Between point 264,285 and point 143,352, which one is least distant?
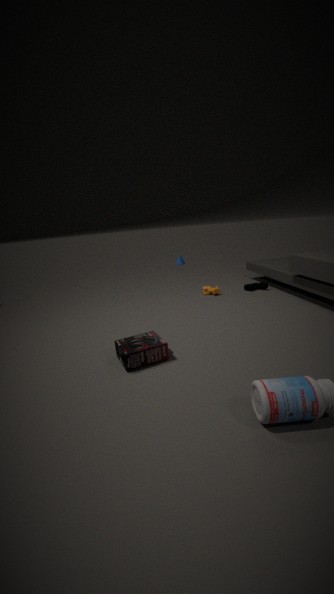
point 143,352
